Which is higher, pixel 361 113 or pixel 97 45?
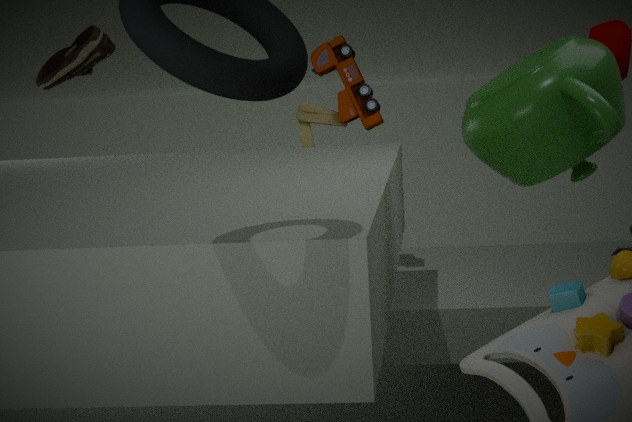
pixel 97 45
